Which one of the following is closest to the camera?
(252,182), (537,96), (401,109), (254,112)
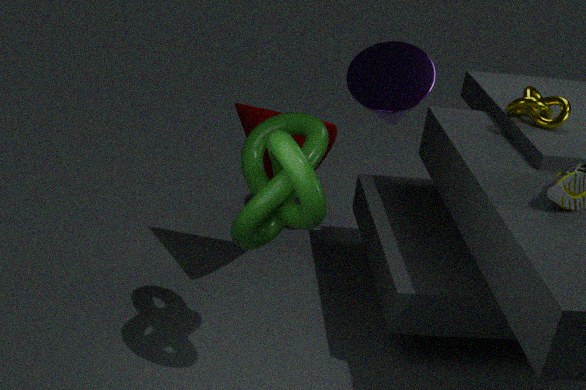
(252,182)
